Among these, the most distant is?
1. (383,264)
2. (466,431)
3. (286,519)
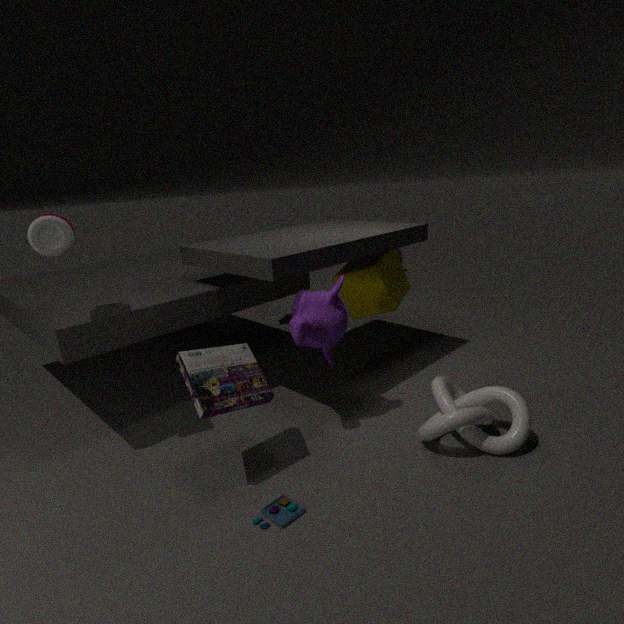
(383,264)
